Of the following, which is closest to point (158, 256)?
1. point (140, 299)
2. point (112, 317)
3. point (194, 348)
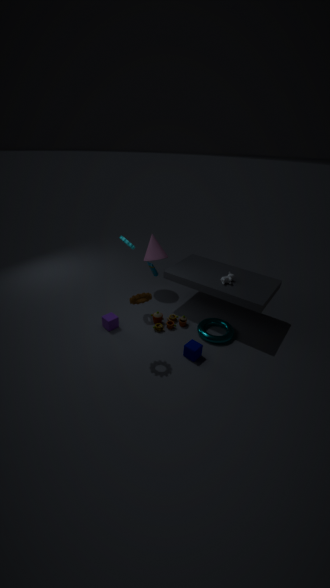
point (112, 317)
